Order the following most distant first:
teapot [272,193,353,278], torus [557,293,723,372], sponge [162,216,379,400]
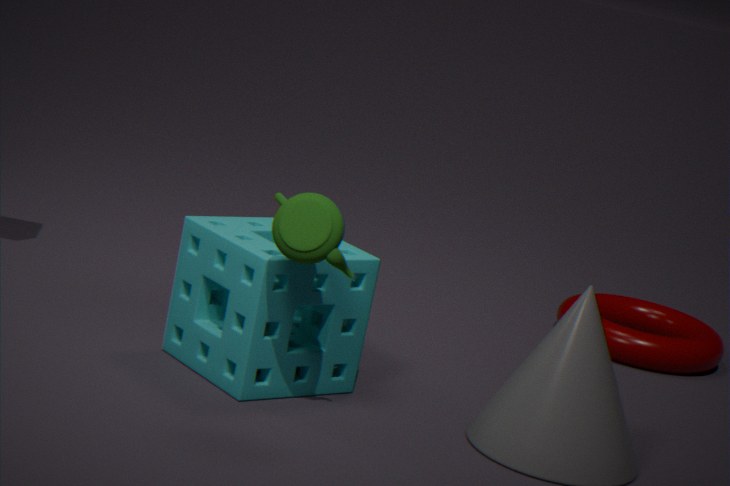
torus [557,293,723,372] → sponge [162,216,379,400] → teapot [272,193,353,278]
